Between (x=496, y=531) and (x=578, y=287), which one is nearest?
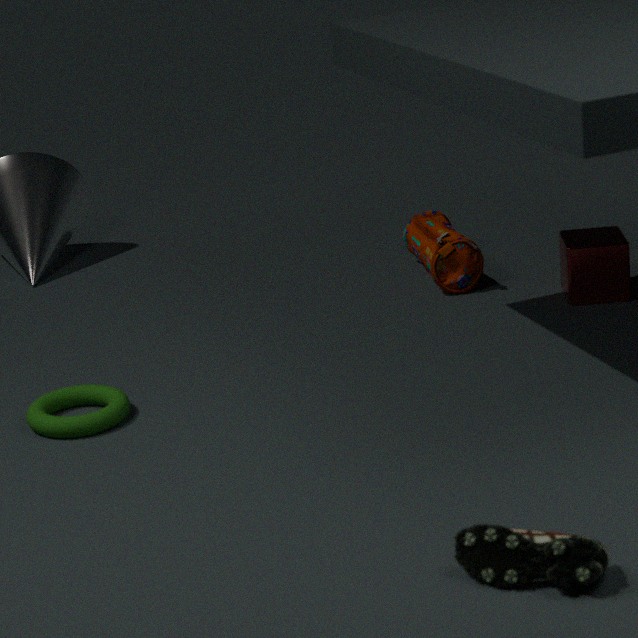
(x=496, y=531)
